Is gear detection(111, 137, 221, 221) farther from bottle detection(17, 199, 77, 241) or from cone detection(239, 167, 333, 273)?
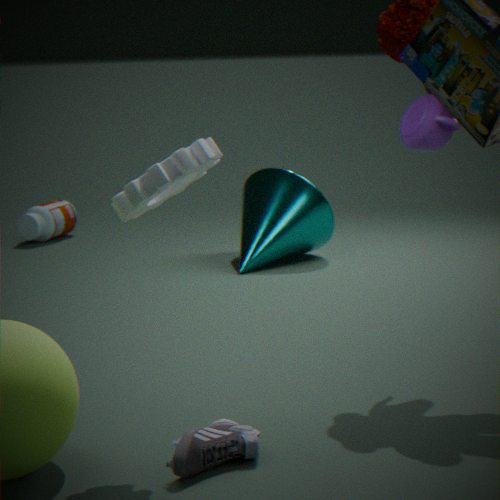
bottle detection(17, 199, 77, 241)
